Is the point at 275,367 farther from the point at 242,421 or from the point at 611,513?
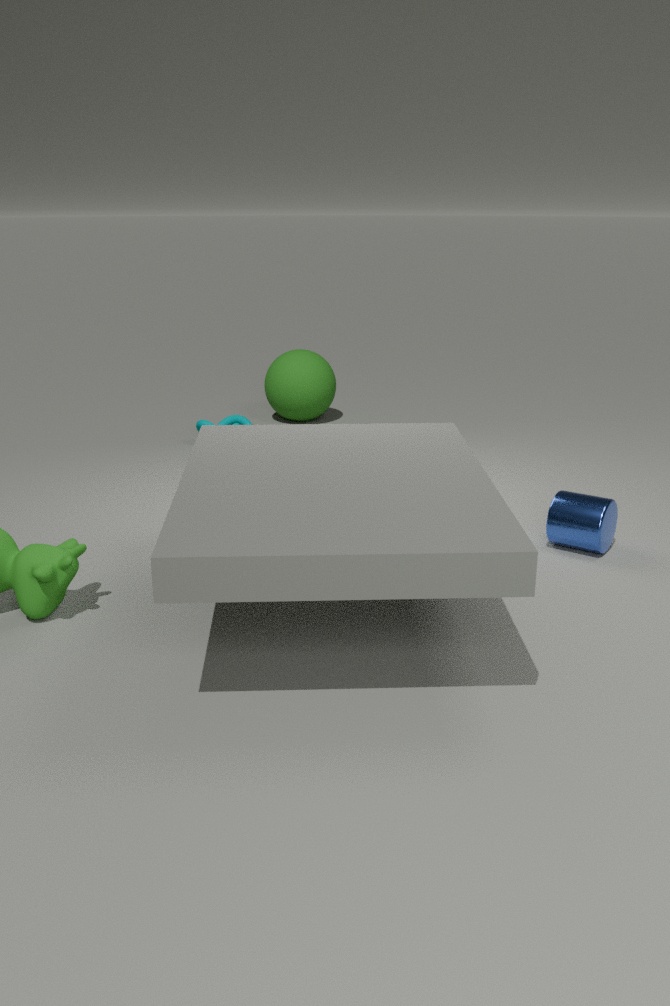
the point at 611,513
